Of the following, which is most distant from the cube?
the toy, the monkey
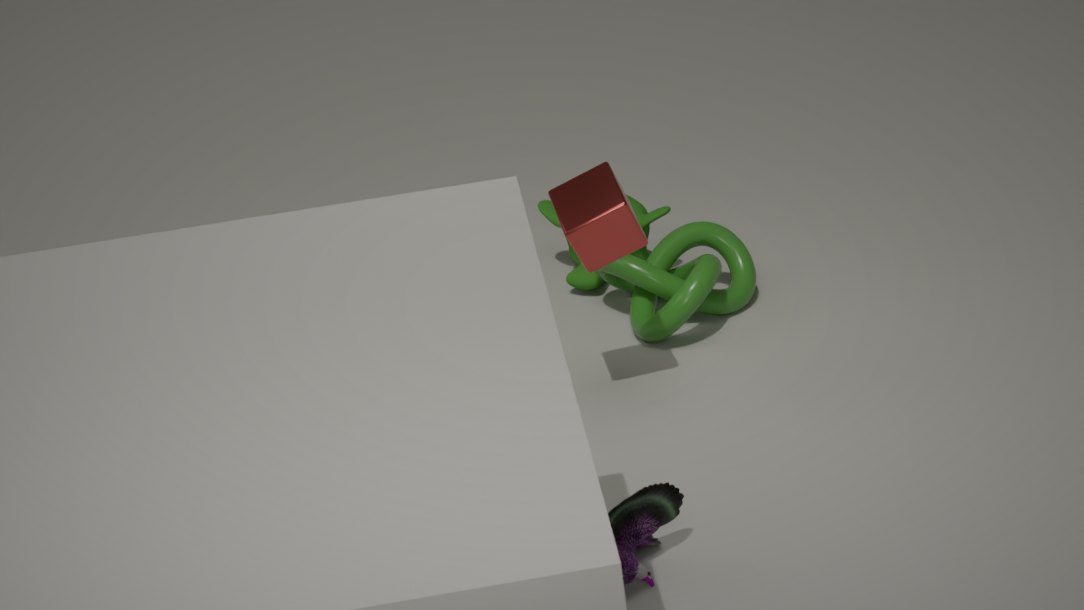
the monkey
